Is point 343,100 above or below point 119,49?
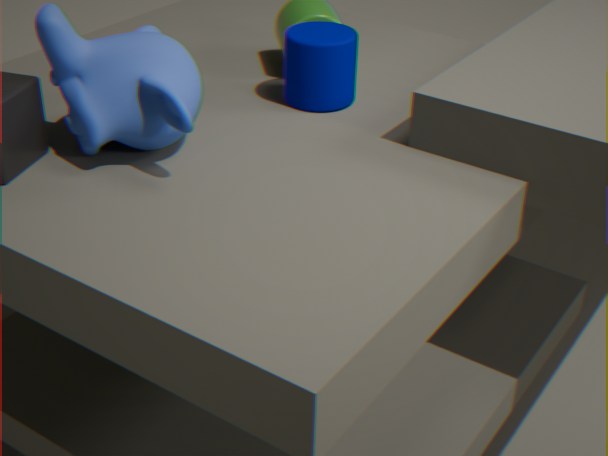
below
